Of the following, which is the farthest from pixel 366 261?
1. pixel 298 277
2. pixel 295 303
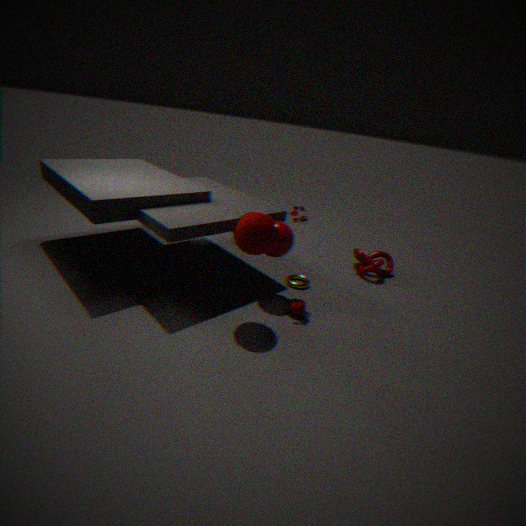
pixel 295 303
